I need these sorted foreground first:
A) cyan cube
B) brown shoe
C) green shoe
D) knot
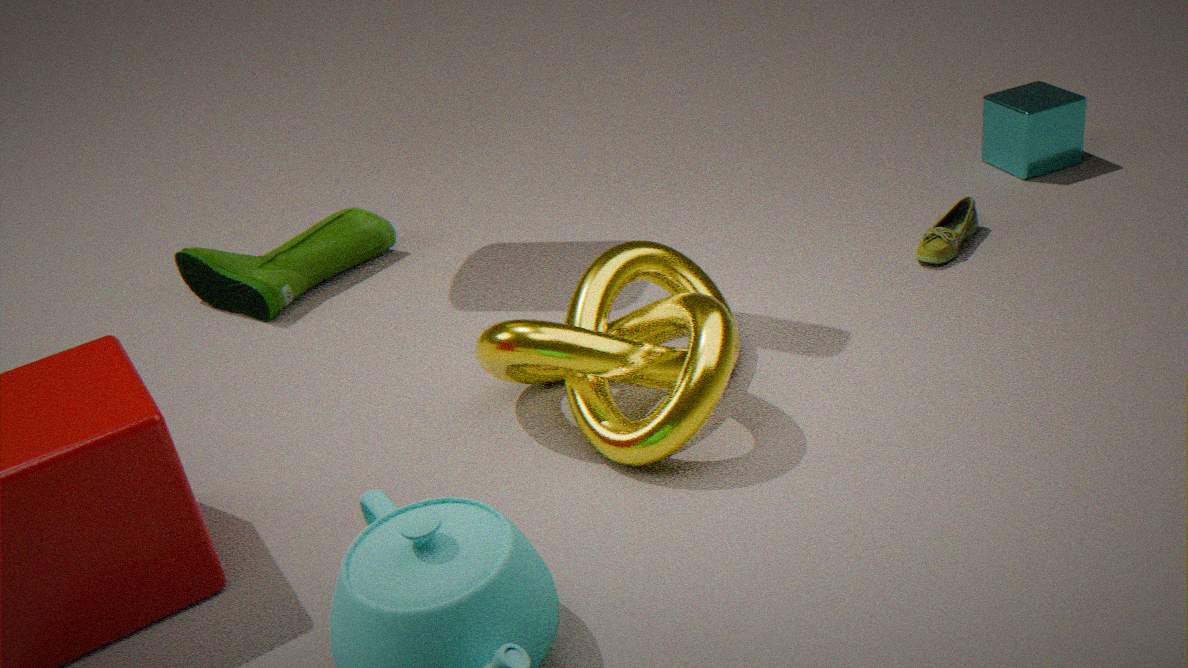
knot
brown shoe
green shoe
cyan cube
